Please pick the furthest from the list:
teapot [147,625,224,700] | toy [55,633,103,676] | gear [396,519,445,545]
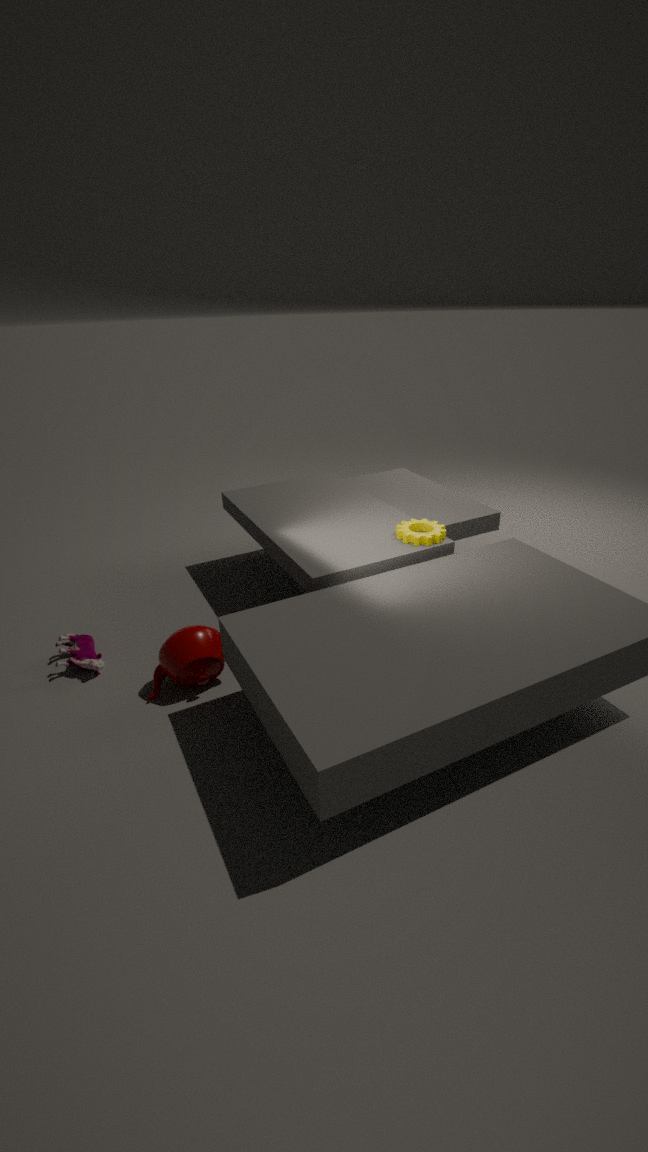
gear [396,519,445,545]
